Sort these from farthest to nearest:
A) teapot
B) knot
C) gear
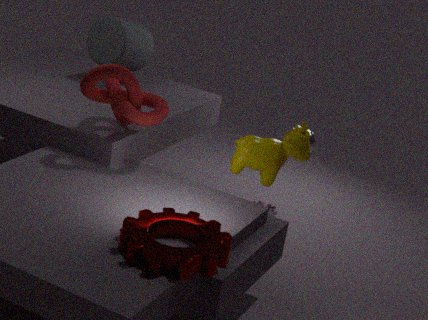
teapot < knot < gear
